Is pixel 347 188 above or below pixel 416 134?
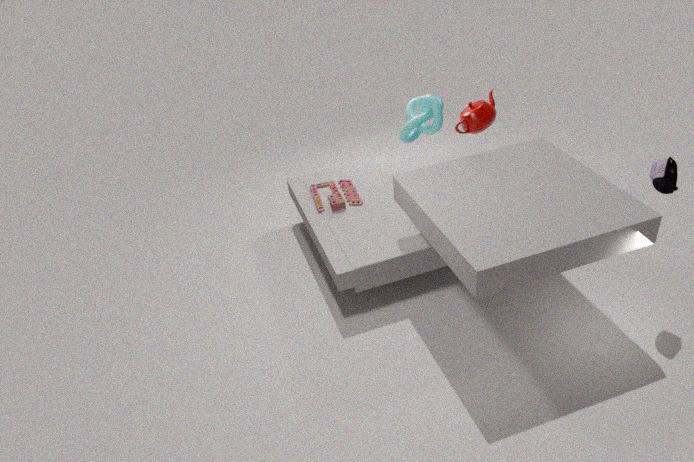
below
